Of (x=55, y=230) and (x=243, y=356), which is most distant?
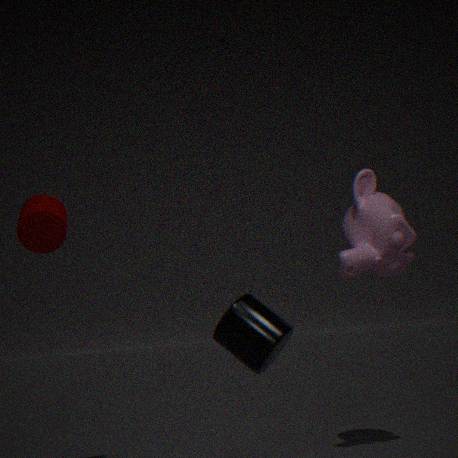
(x=55, y=230)
